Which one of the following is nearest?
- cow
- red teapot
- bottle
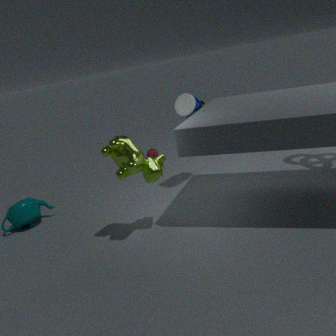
cow
